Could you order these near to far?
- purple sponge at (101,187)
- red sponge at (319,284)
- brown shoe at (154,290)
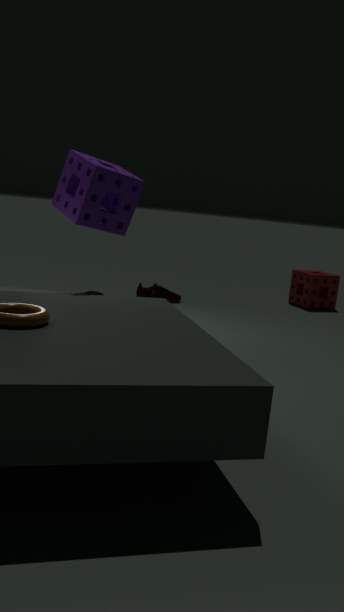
purple sponge at (101,187) → brown shoe at (154,290) → red sponge at (319,284)
